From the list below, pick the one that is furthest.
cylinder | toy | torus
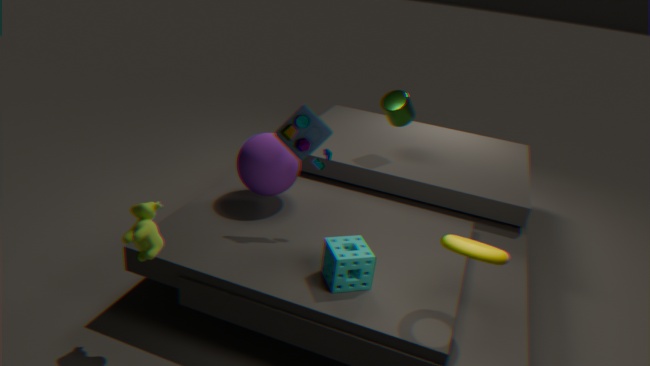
cylinder
